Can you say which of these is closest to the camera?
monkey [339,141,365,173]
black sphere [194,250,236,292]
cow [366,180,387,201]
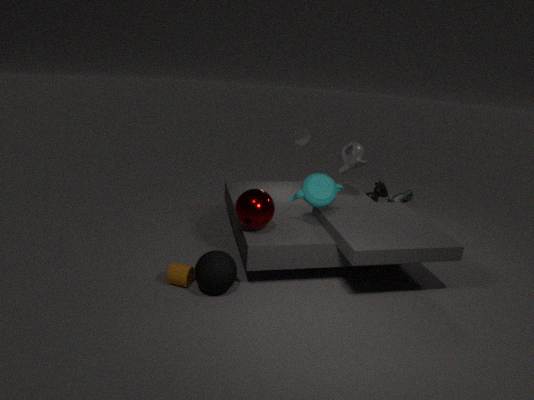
Answer: black sphere [194,250,236,292]
